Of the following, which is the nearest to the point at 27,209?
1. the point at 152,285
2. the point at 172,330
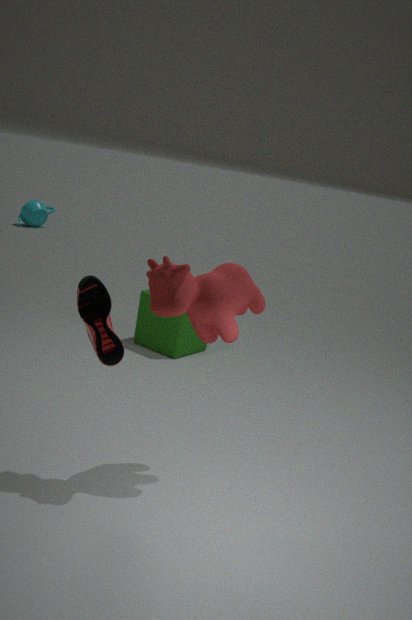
the point at 172,330
